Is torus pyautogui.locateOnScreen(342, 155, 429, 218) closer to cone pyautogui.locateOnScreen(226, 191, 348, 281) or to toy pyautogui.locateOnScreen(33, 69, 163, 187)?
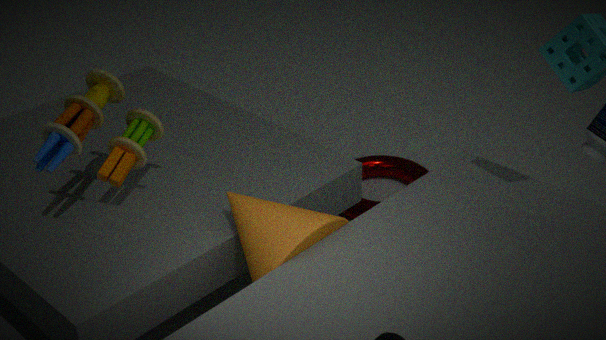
cone pyautogui.locateOnScreen(226, 191, 348, 281)
